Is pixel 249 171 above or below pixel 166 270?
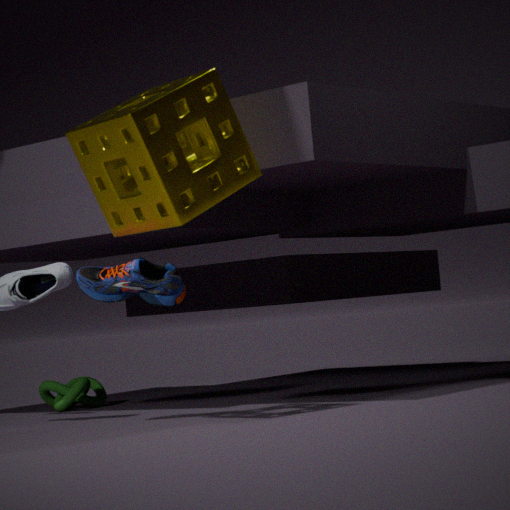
above
